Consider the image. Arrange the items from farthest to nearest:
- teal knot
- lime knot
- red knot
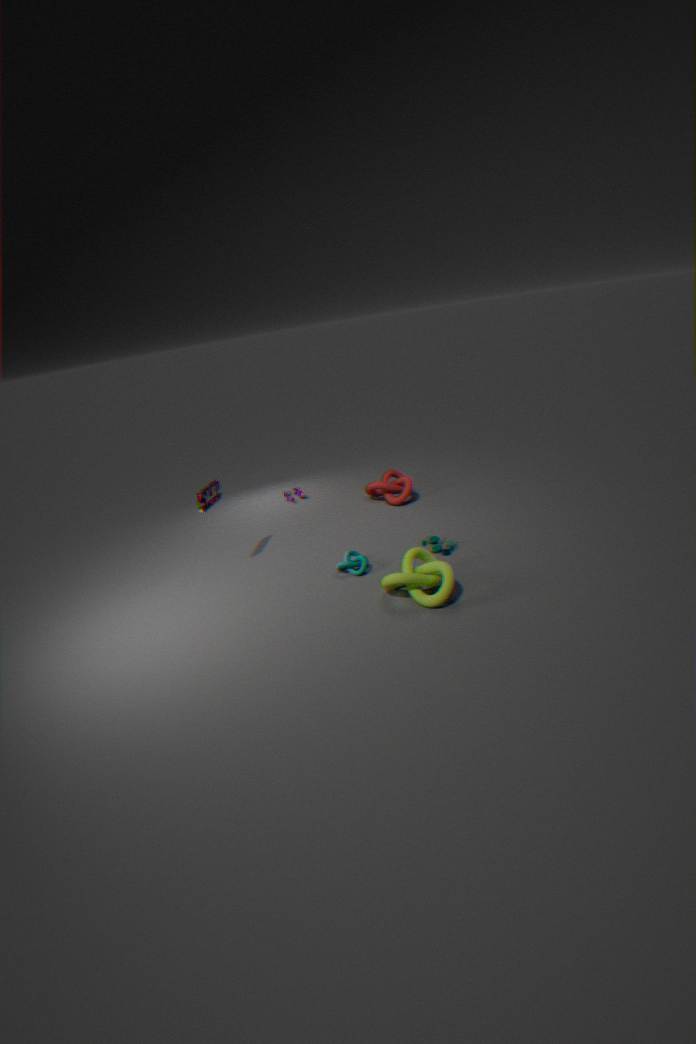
red knot
teal knot
lime knot
